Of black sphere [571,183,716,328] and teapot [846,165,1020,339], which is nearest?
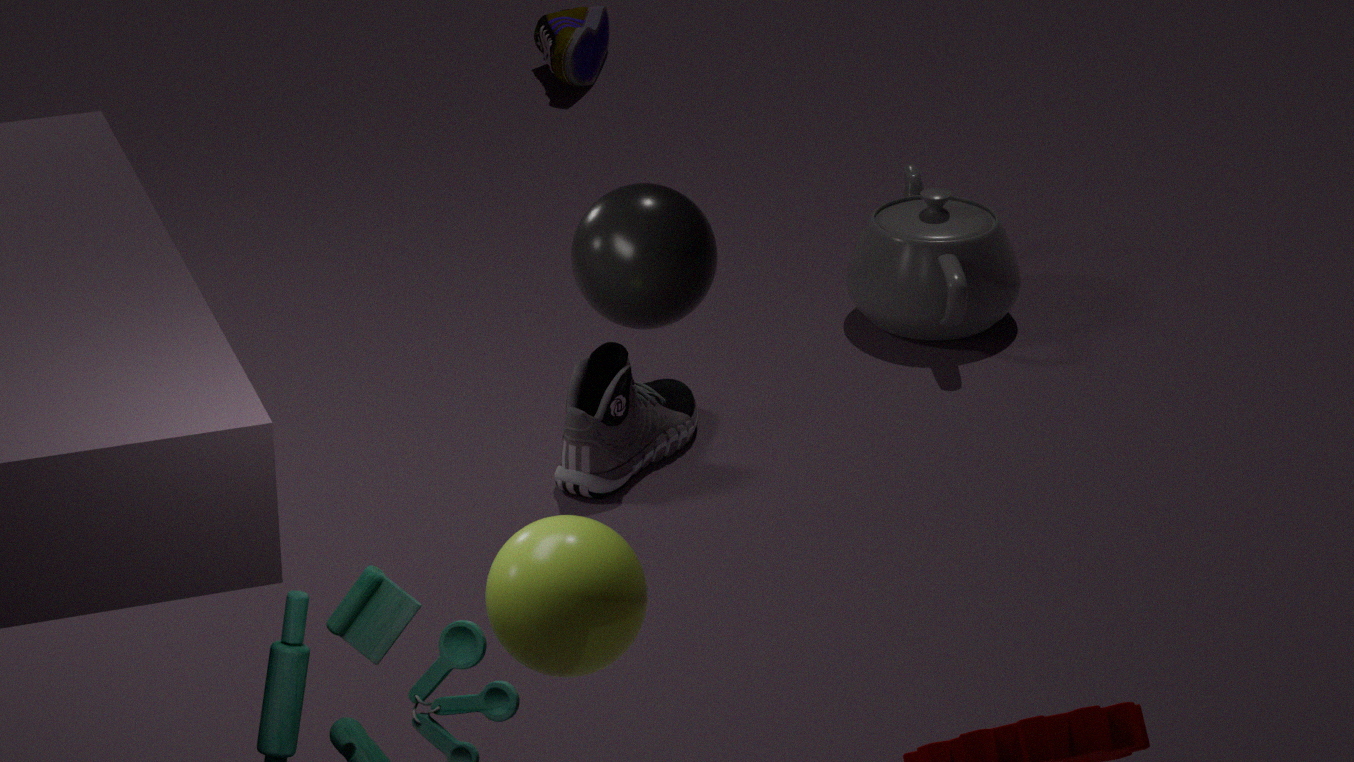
black sphere [571,183,716,328]
